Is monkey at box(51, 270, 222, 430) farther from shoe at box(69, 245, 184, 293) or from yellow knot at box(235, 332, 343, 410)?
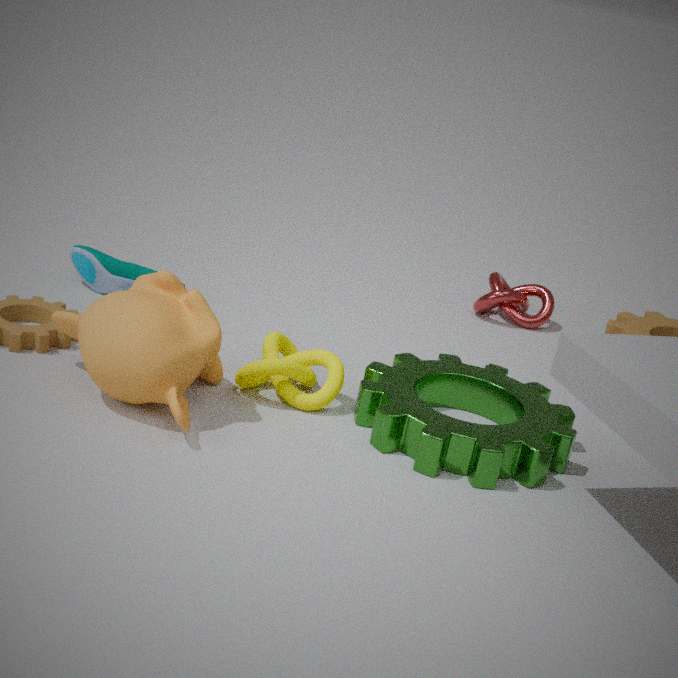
shoe at box(69, 245, 184, 293)
